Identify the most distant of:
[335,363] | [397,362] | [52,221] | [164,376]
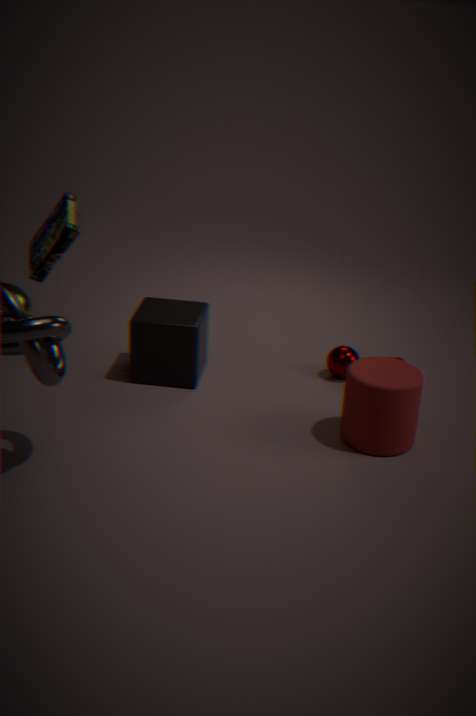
[335,363]
